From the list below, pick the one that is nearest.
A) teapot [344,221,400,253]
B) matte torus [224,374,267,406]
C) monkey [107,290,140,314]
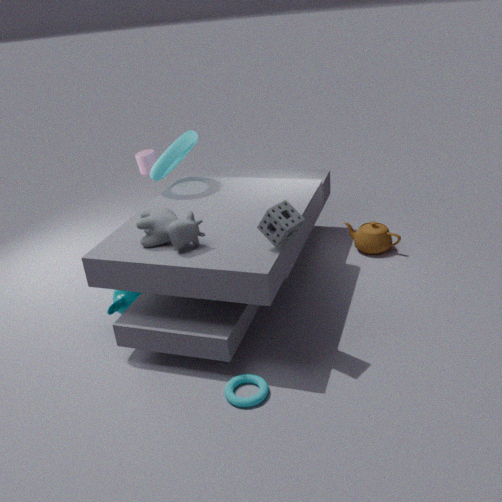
matte torus [224,374,267,406]
